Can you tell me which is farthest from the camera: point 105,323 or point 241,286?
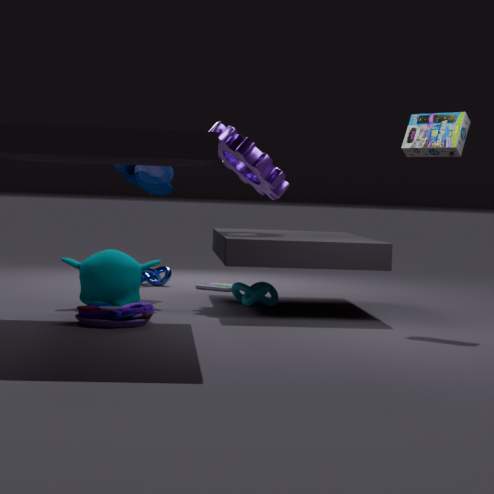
point 241,286
